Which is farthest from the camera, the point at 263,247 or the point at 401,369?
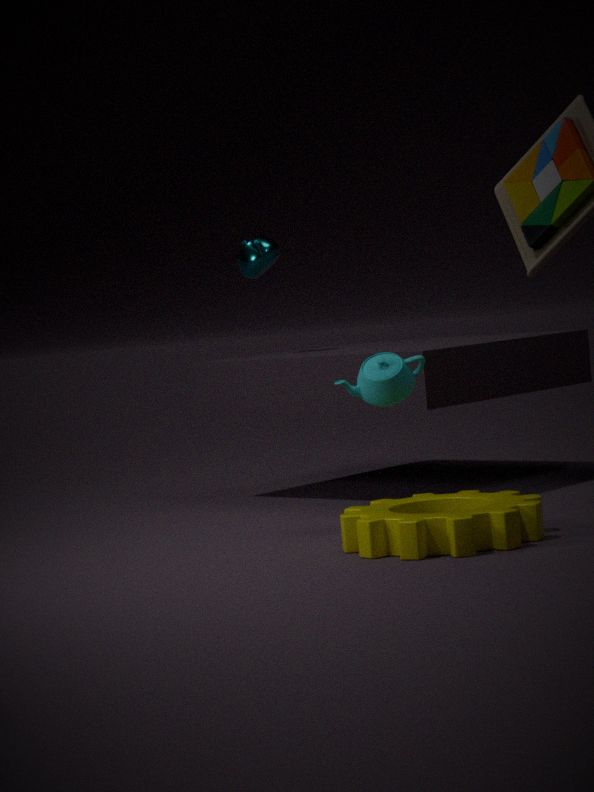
the point at 263,247
